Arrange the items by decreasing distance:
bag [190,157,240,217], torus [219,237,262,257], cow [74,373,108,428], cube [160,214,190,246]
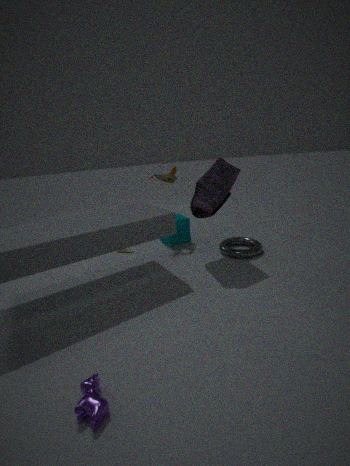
cube [160,214,190,246], torus [219,237,262,257], bag [190,157,240,217], cow [74,373,108,428]
